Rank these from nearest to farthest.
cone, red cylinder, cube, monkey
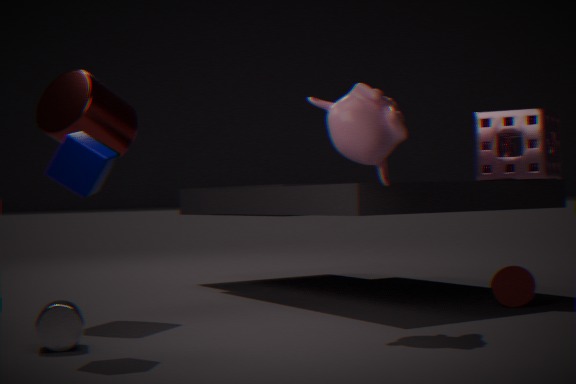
cube → monkey → red cylinder → cone
